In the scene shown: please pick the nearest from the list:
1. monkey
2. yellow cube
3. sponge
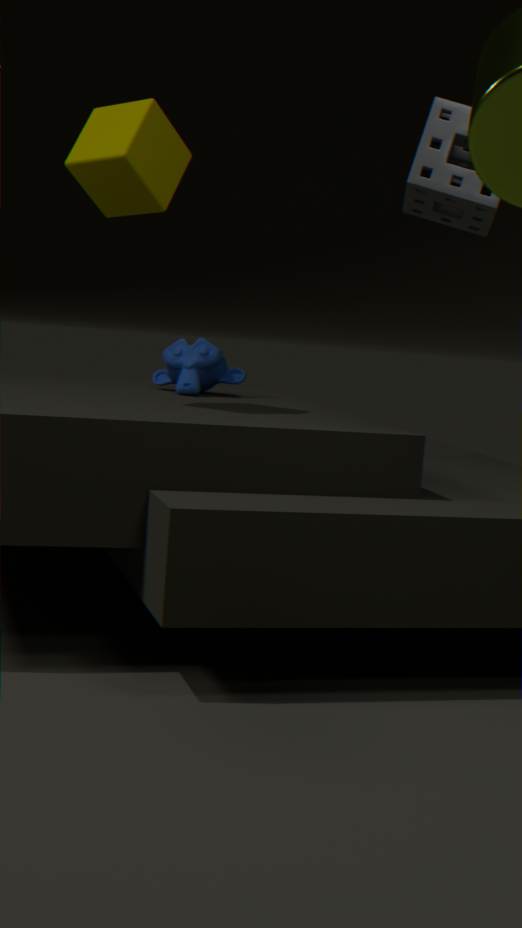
sponge
